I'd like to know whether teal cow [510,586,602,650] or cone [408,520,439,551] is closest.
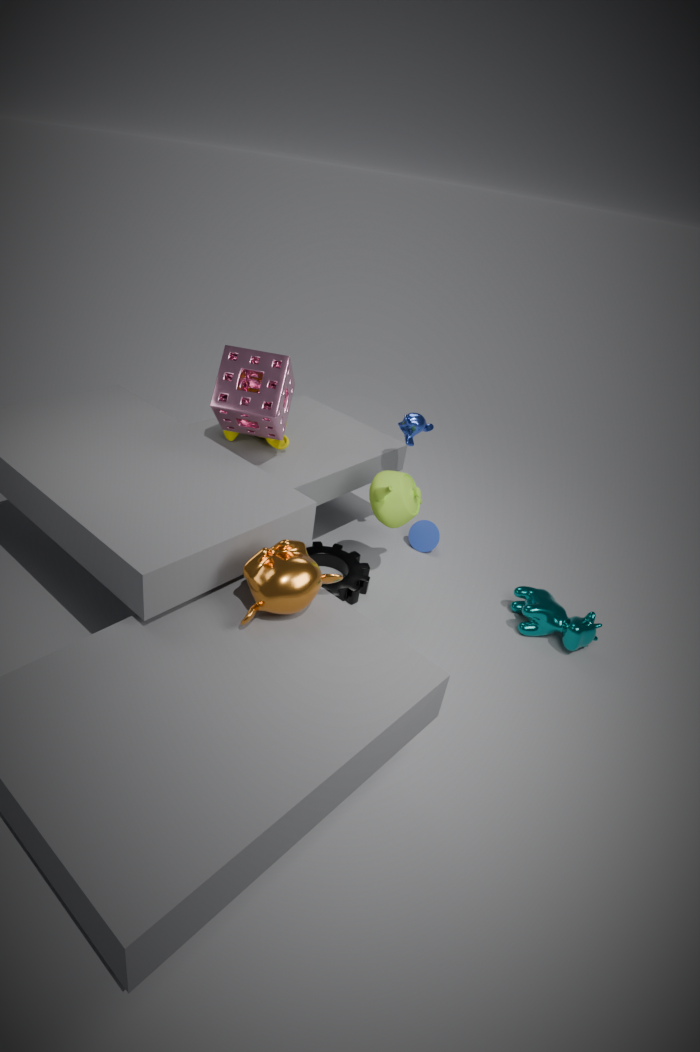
teal cow [510,586,602,650]
